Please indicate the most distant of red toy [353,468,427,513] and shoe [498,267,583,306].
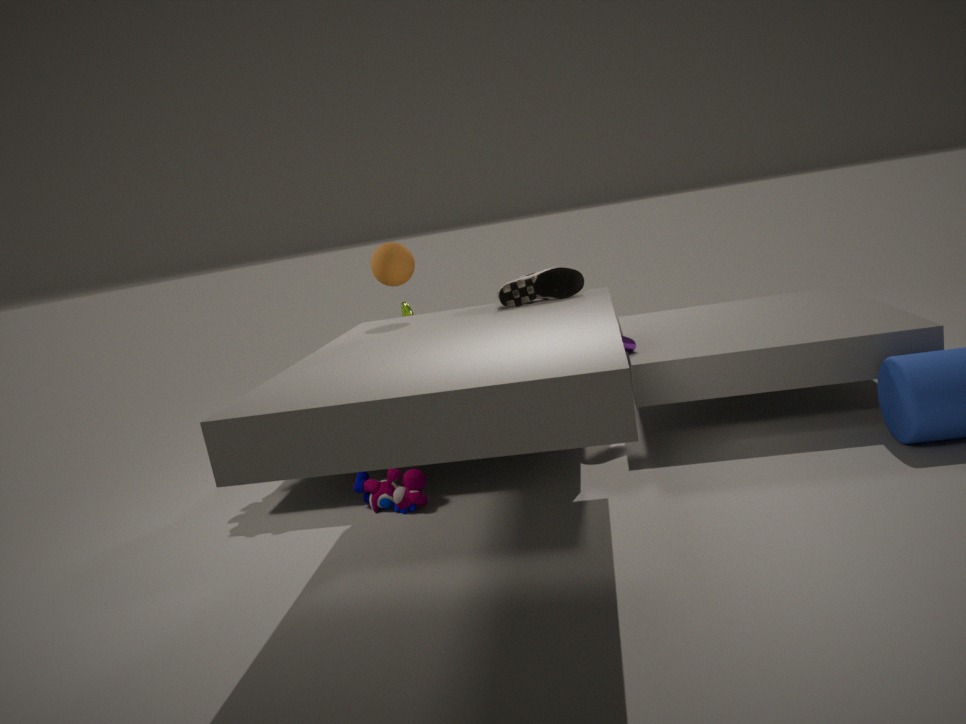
red toy [353,468,427,513]
